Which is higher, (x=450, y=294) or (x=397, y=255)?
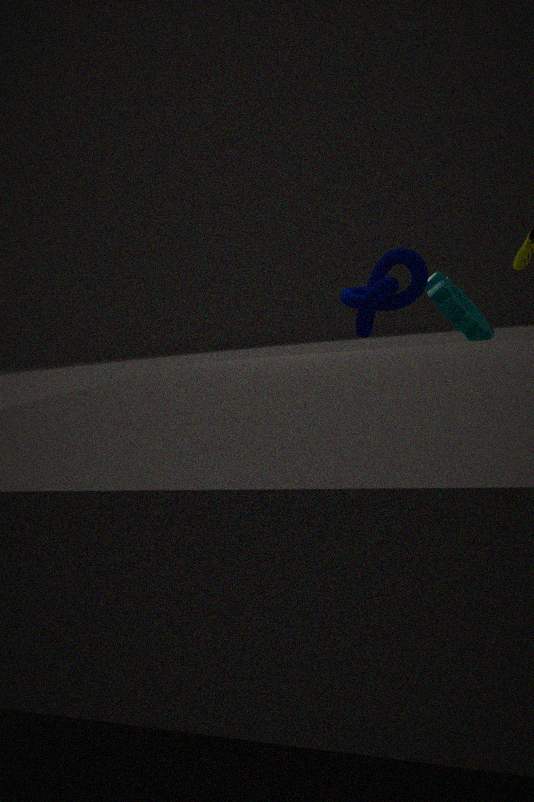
(x=397, y=255)
